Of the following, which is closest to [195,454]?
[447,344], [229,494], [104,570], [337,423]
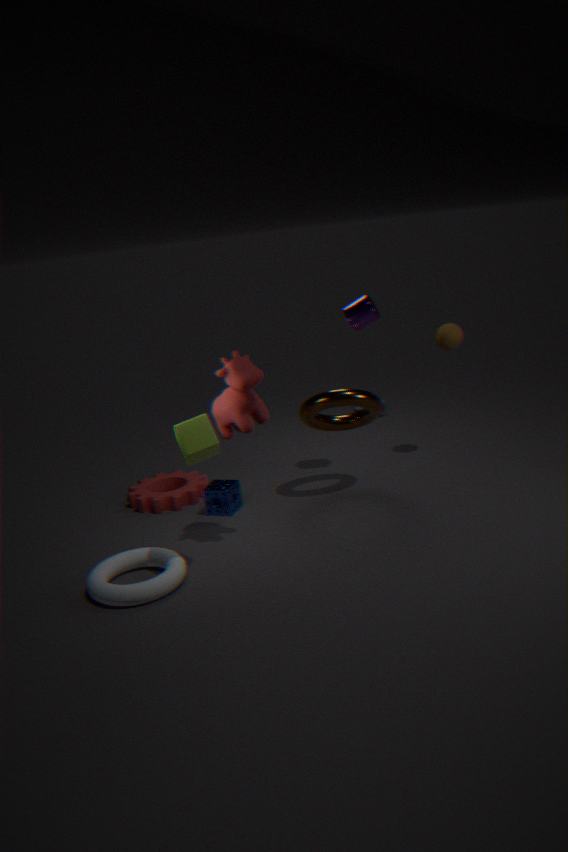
[104,570]
